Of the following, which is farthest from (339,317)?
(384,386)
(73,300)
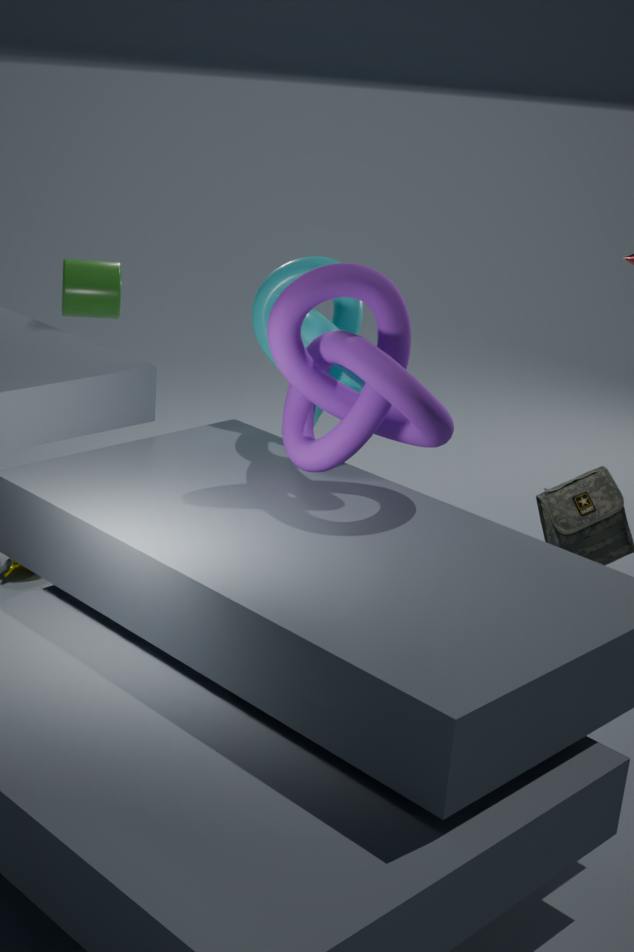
(73,300)
